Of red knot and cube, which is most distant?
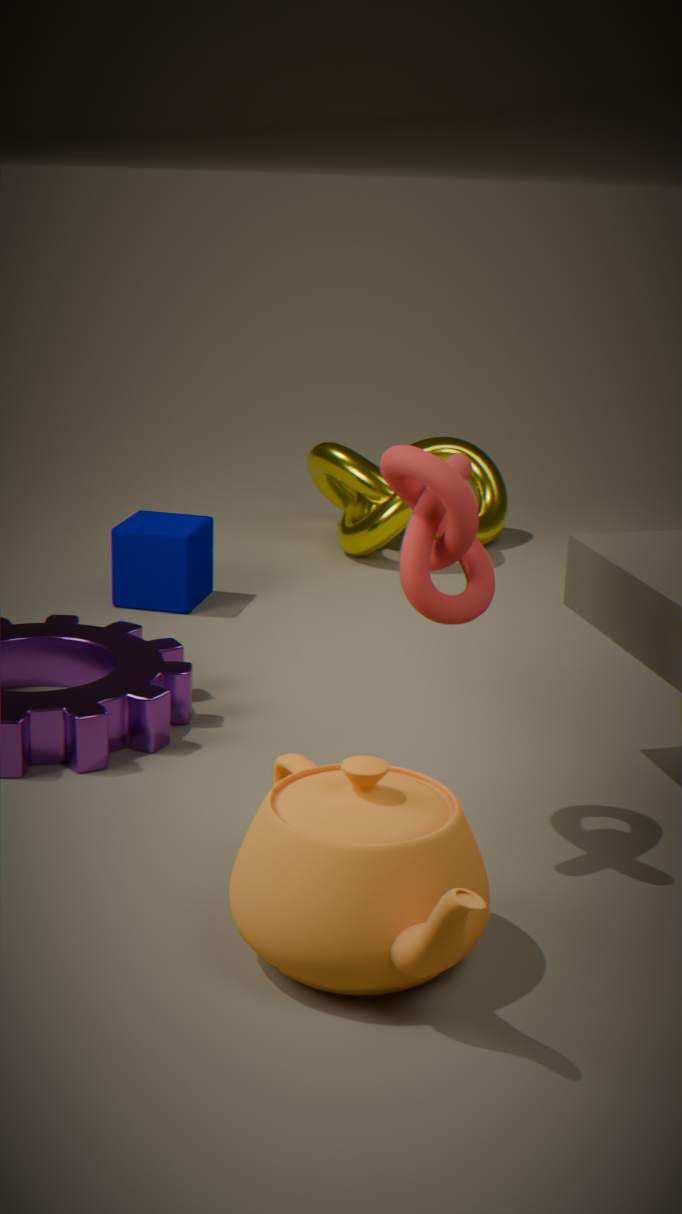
cube
